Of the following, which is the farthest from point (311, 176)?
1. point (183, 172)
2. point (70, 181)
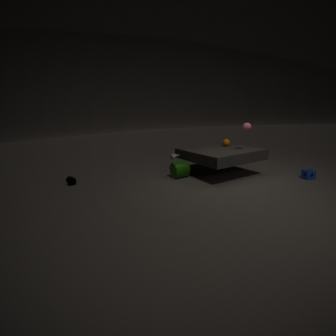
point (70, 181)
